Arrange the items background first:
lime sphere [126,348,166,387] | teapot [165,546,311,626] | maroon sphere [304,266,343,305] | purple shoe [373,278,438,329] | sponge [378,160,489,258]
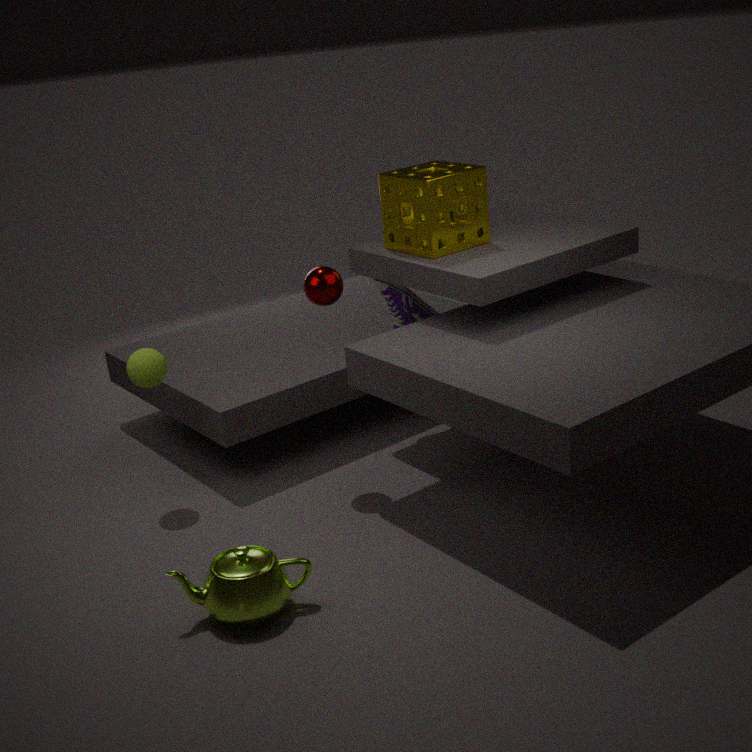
purple shoe [373,278,438,329], sponge [378,160,489,258], lime sphere [126,348,166,387], maroon sphere [304,266,343,305], teapot [165,546,311,626]
